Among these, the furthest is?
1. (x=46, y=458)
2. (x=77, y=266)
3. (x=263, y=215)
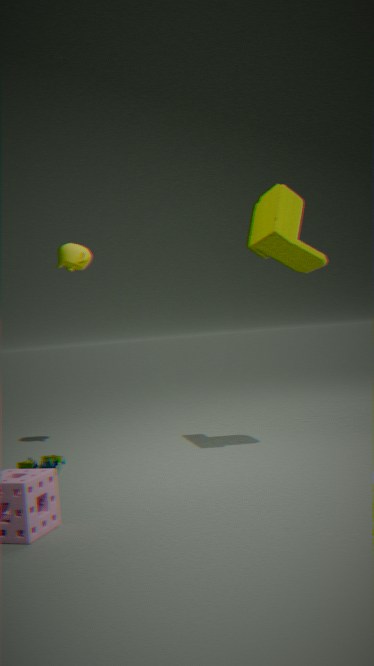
(x=77, y=266)
